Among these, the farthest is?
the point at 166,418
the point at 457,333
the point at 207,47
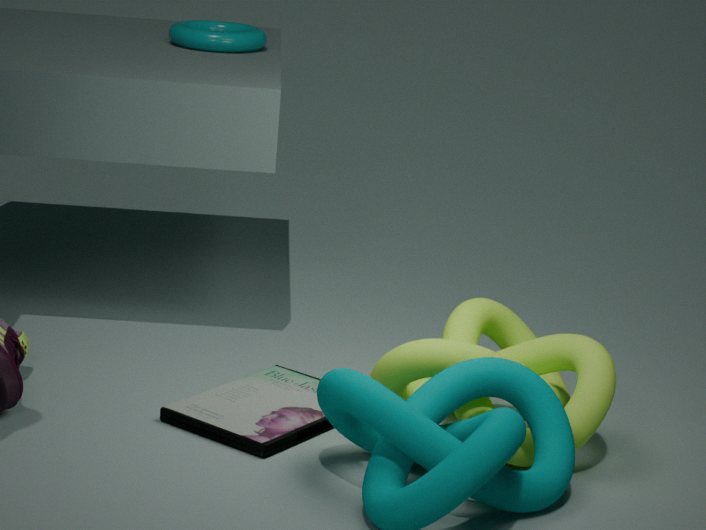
the point at 207,47
